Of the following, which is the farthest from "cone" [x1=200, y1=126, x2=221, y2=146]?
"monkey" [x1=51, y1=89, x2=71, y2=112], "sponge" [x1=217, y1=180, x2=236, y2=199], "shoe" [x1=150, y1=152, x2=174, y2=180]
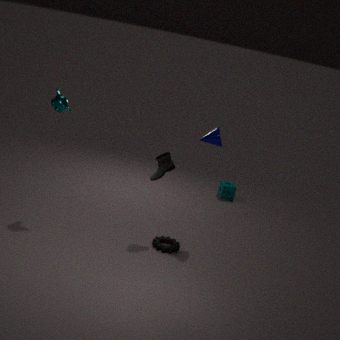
"sponge" [x1=217, y1=180, x2=236, y2=199]
